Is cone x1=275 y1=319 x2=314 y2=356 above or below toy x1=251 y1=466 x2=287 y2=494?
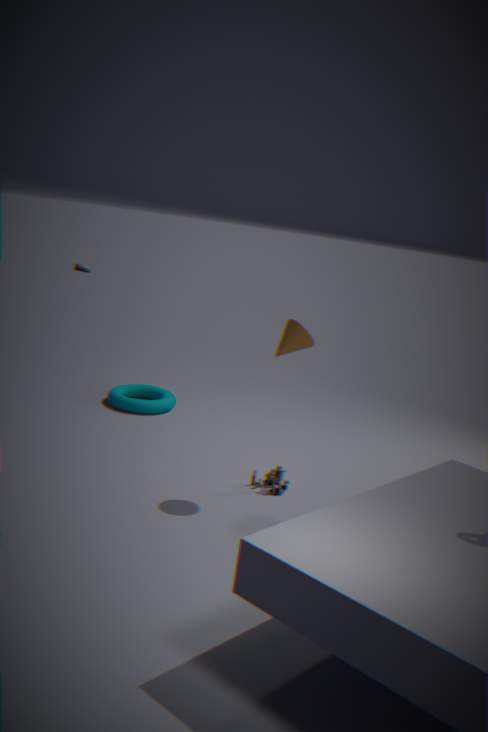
above
